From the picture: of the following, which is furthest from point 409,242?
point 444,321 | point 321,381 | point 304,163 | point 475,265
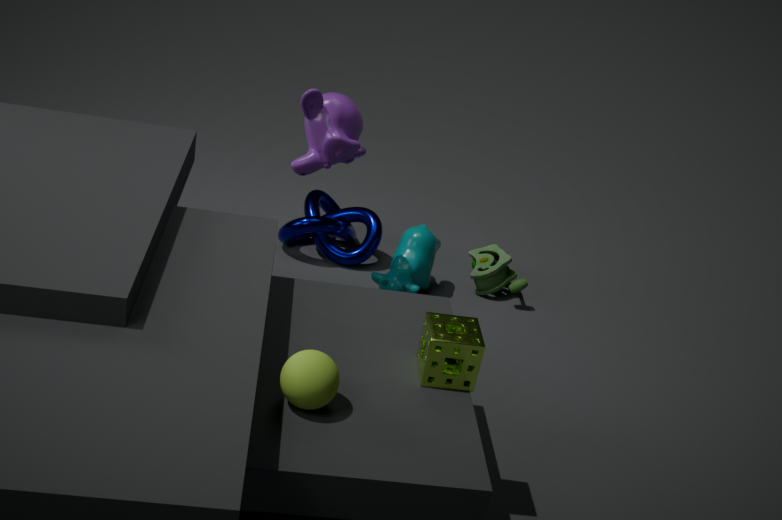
point 321,381
